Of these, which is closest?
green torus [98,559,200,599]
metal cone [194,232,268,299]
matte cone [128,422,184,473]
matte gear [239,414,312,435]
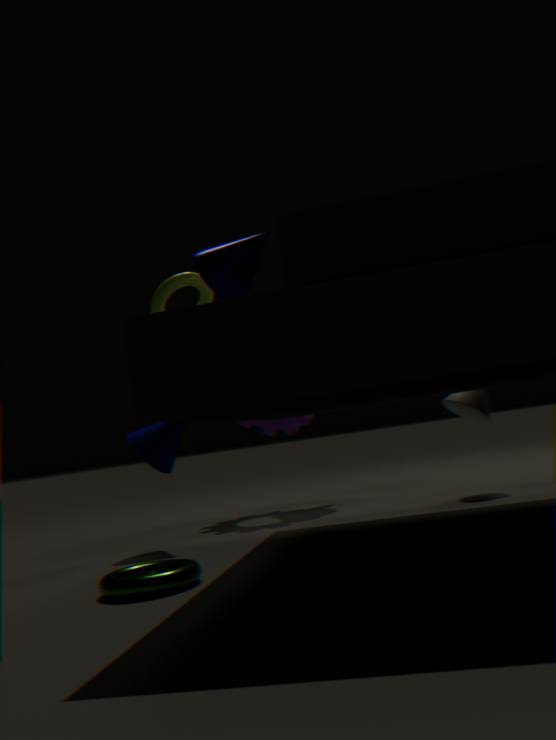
green torus [98,559,200,599]
